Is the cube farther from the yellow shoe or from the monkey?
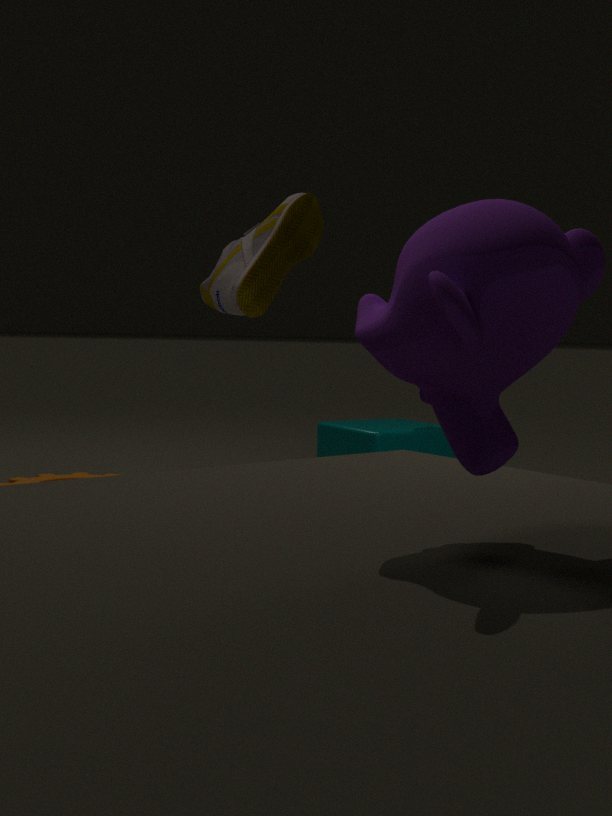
the monkey
